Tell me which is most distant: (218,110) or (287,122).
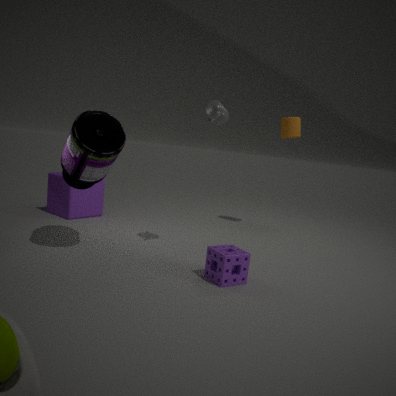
(287,122)
